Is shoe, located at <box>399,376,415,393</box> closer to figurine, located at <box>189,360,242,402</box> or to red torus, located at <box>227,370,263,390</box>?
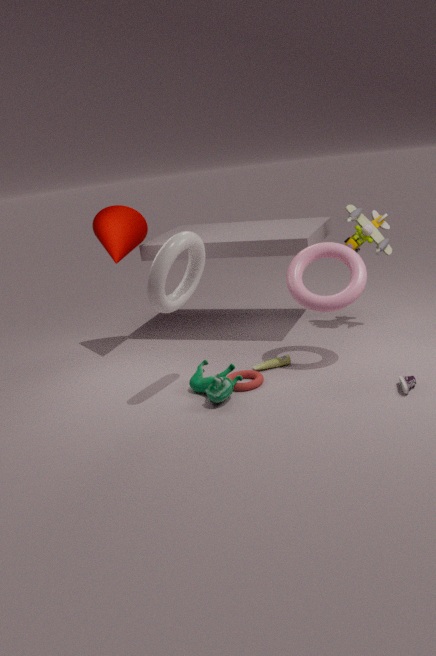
red torus, located at <box>227,370,263,390</box>
